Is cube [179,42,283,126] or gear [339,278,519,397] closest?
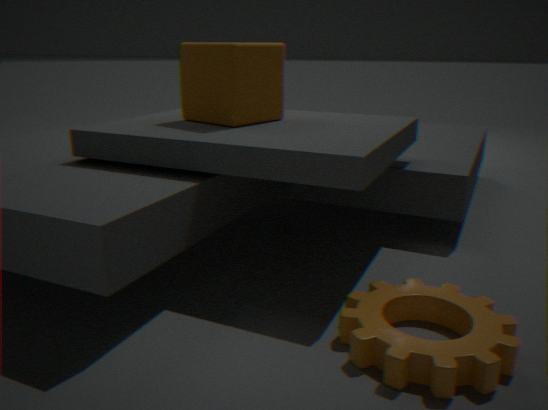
gear [339,278,519,397]
